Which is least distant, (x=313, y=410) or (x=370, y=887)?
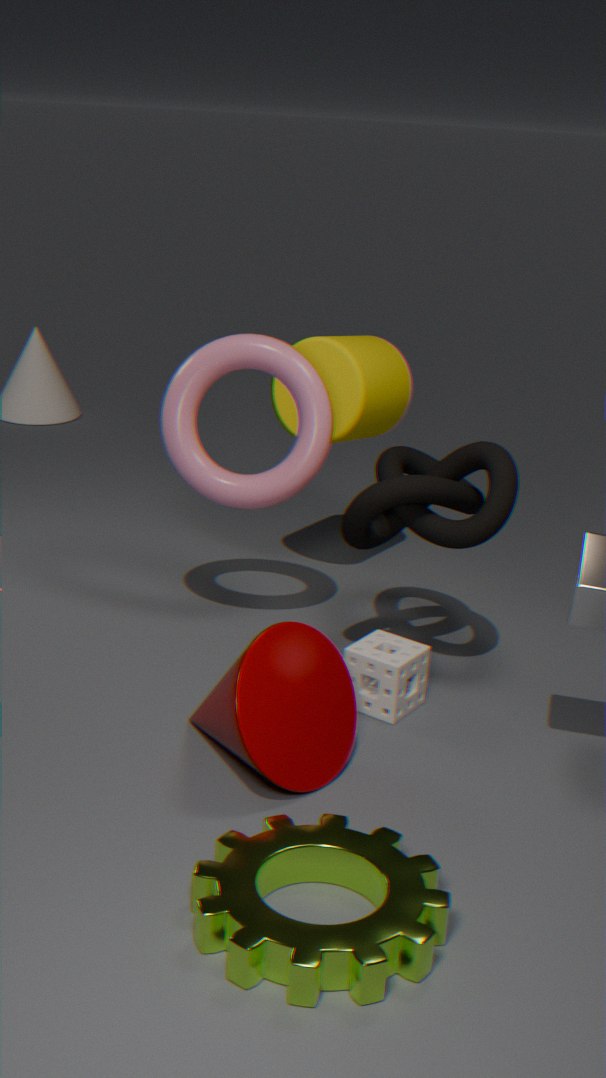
(x=370, y=887)
